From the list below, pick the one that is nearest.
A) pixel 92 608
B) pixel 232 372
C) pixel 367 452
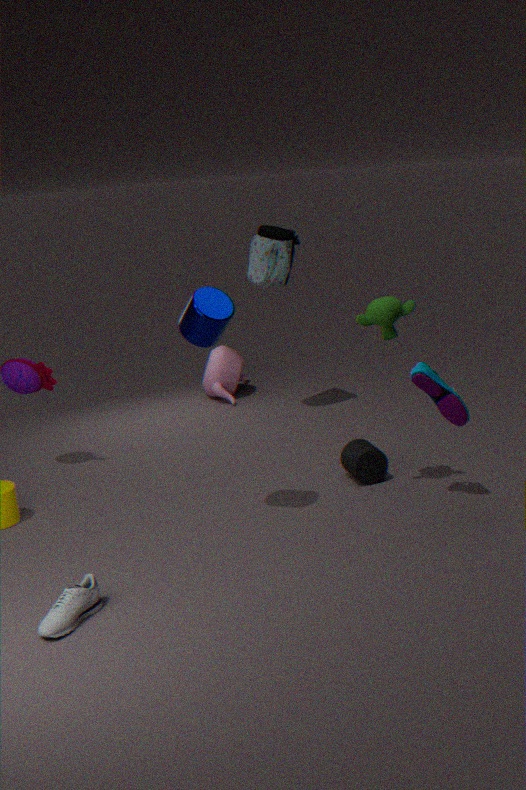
pixel 92 608
